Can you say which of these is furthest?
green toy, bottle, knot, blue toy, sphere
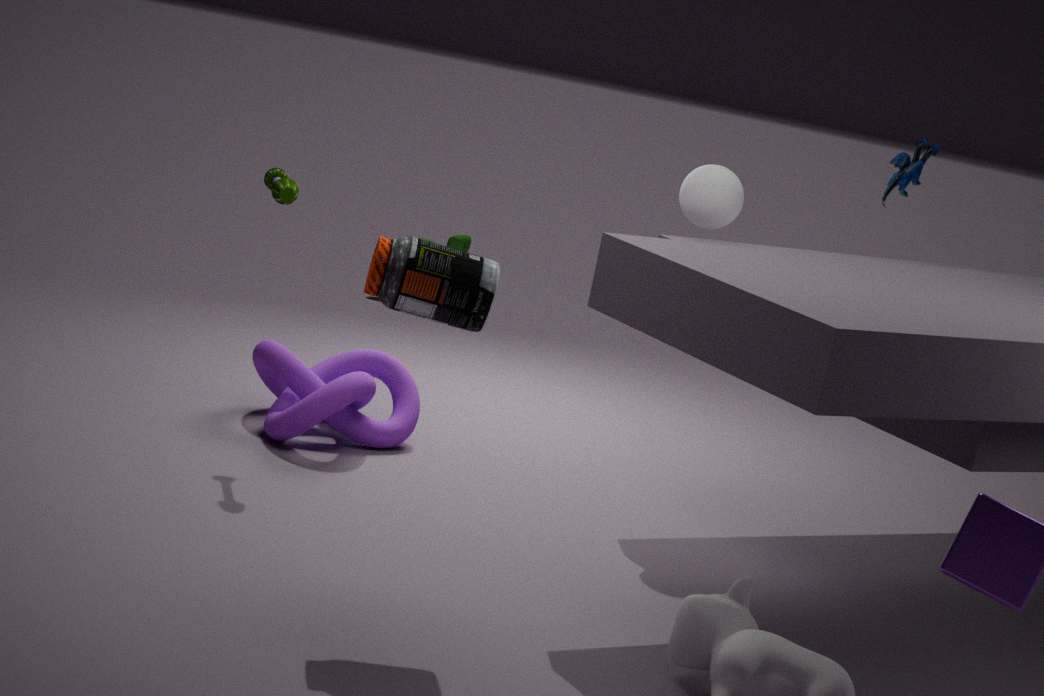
blue toy
